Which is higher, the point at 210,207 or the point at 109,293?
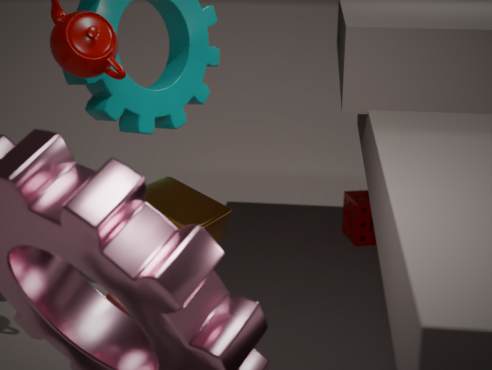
the point at 210,207
